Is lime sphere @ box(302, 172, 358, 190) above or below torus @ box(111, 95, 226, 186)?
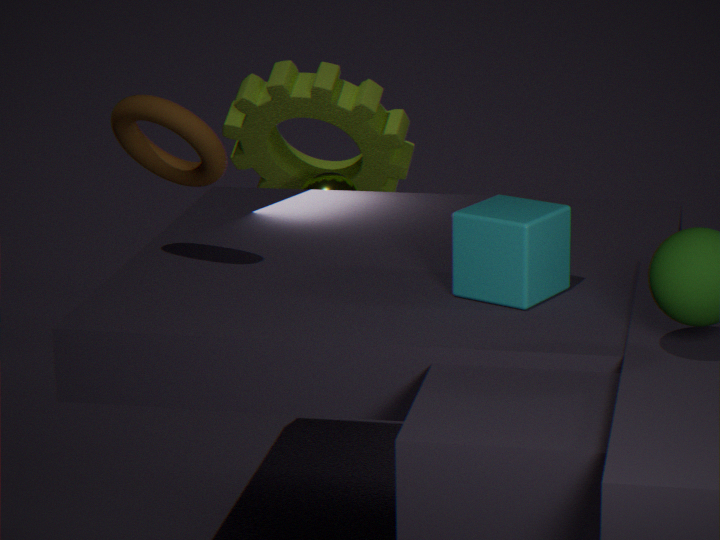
below
